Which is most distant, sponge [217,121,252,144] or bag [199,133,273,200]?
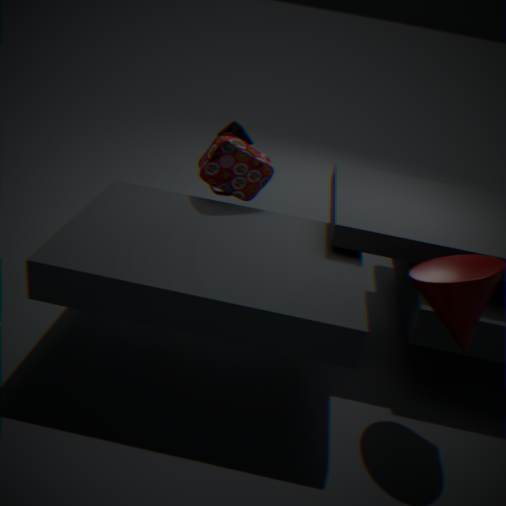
sponge [217,121,252,144]
